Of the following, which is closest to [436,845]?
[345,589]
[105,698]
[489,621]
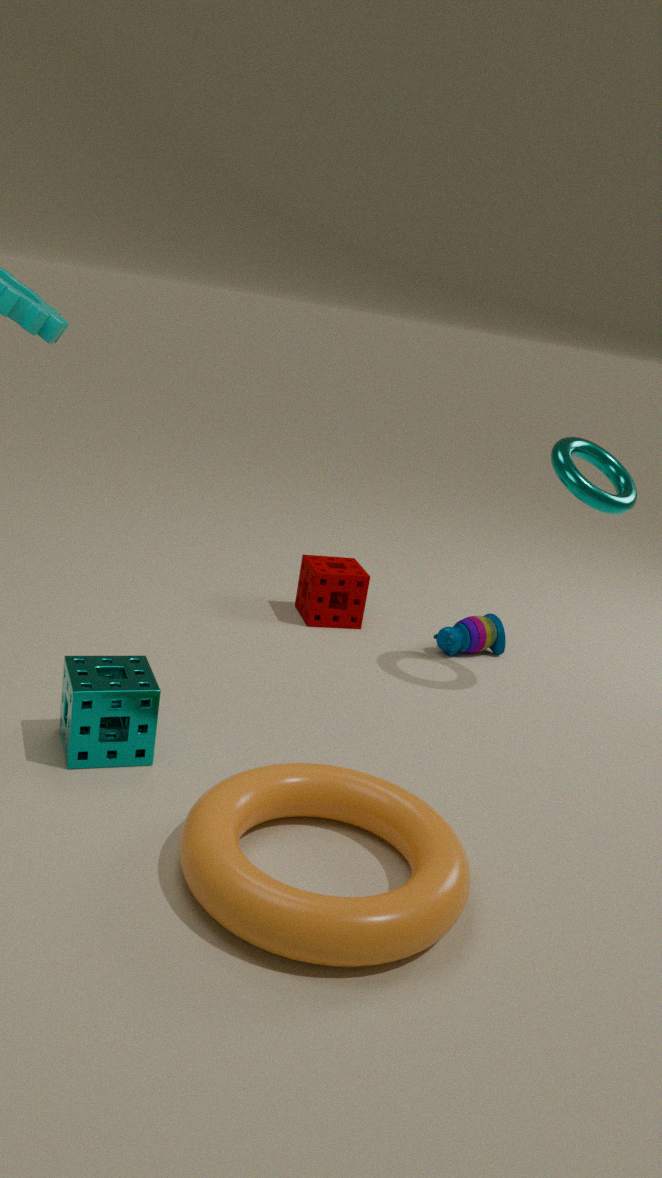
[105,698]
